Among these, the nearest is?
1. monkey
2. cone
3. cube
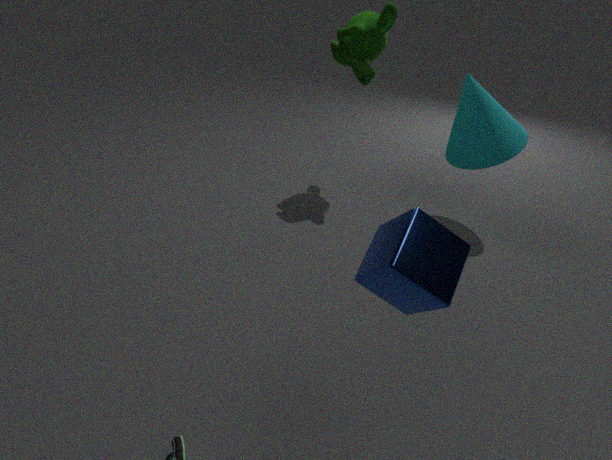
cube
